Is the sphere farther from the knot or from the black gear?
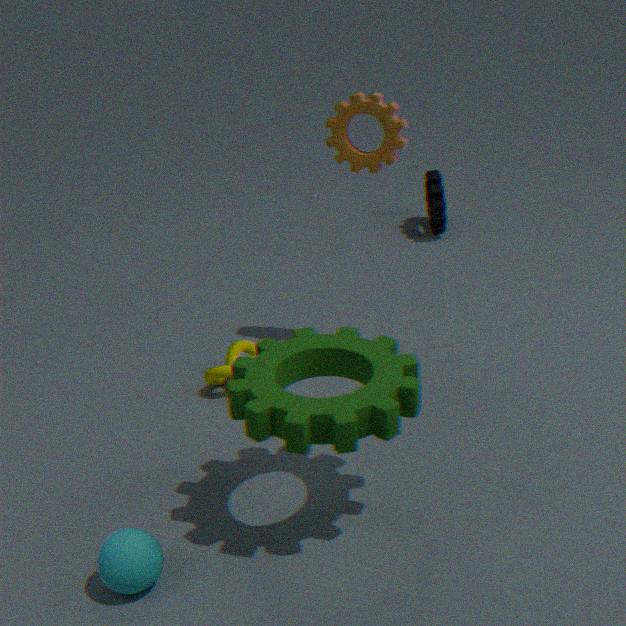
the black gear
